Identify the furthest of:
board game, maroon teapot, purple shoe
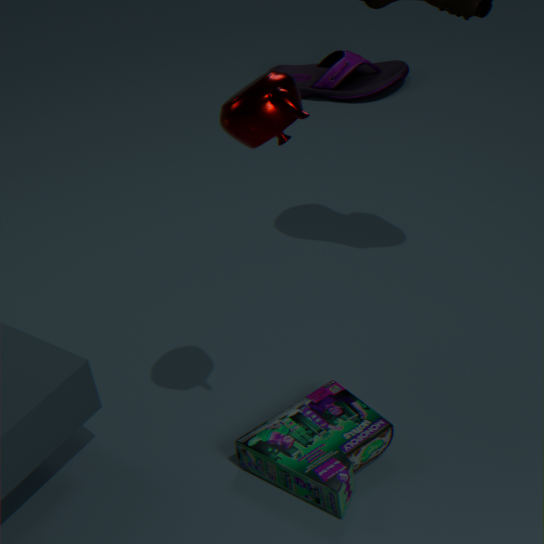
purple shoe
